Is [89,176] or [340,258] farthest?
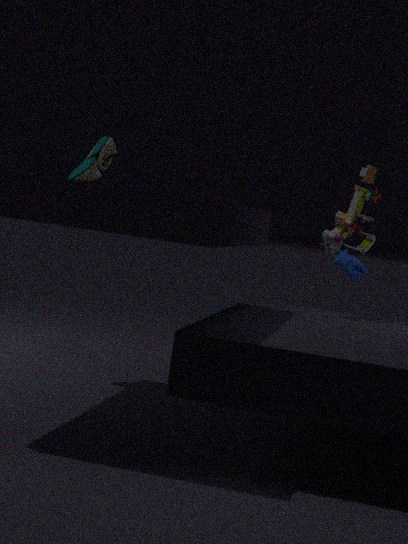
[340,258]
